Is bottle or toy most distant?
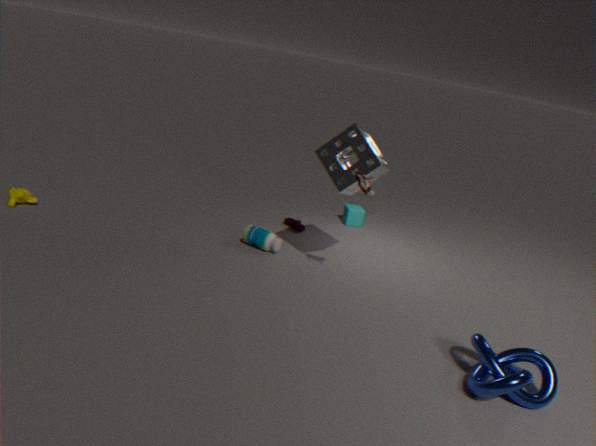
bottle
